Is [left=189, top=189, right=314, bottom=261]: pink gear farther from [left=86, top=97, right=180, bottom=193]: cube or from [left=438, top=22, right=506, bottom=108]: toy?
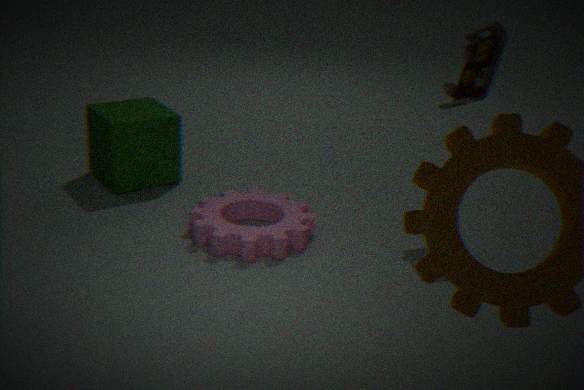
[left=438, top=22, right=506, bottom=108]: toy
